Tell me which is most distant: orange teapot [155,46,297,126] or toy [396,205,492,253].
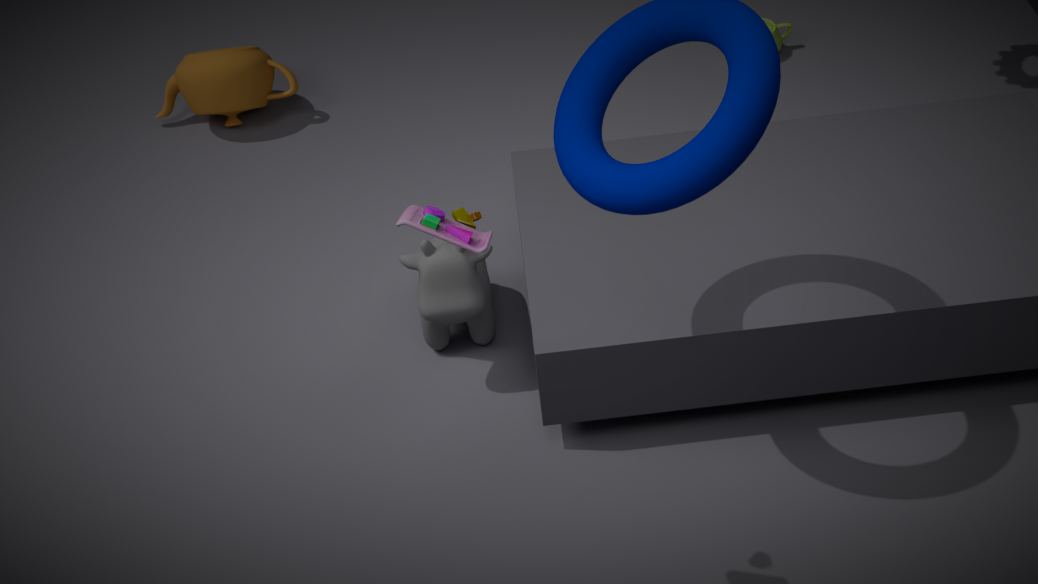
orange teapot [155,46,297,126]
